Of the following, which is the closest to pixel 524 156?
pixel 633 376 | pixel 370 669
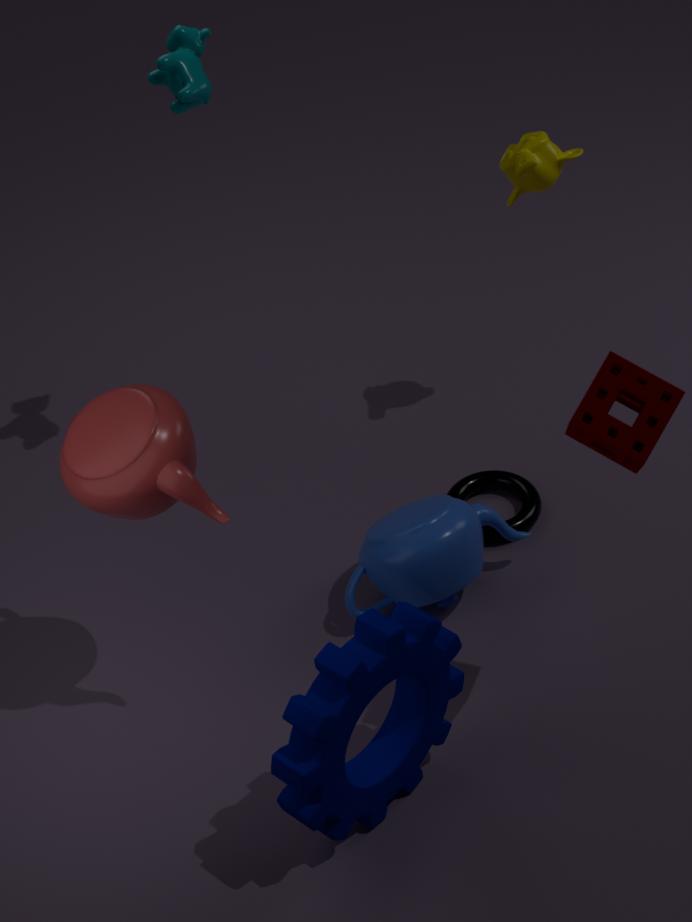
pixel 633 376
